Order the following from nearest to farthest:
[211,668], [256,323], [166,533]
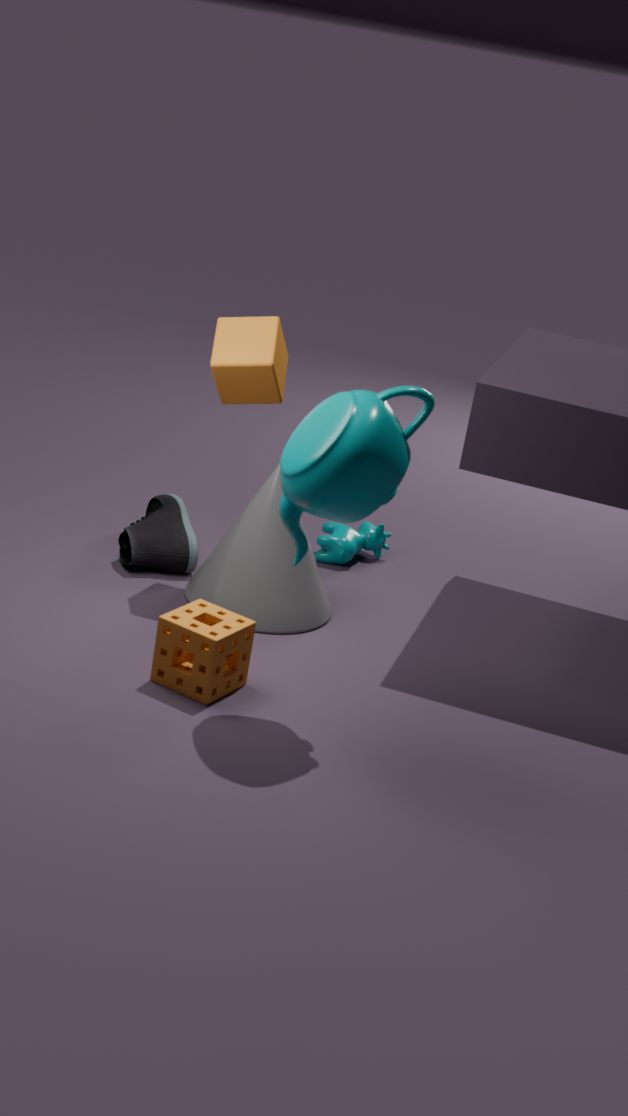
[211,668] < [256,323] < [166,533]
